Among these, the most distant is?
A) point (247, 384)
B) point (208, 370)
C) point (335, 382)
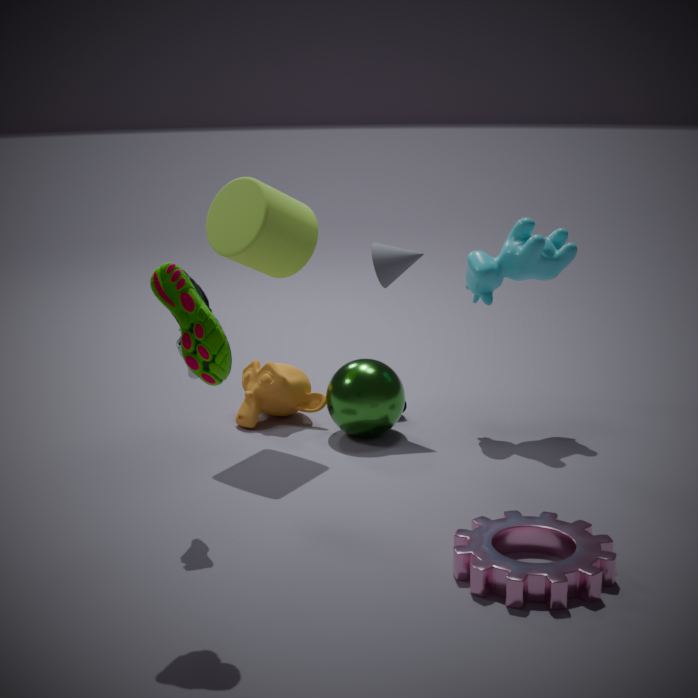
point (247, 384)
